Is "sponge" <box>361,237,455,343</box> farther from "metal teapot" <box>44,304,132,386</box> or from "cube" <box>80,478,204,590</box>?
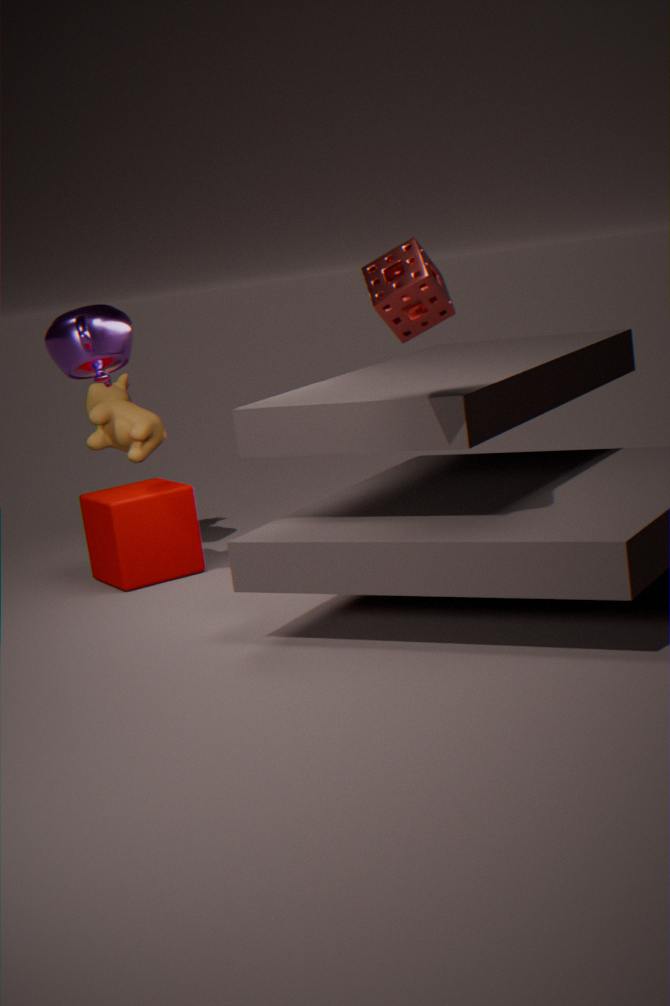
"cube" <box>80,478,204,590</box>
